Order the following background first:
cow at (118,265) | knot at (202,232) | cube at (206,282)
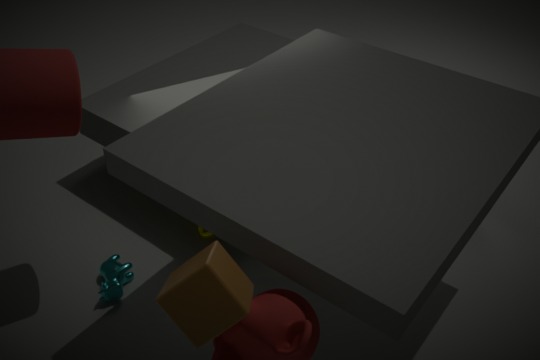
knot at (202,232) < cow at (118,265) < cube at (206,282)
